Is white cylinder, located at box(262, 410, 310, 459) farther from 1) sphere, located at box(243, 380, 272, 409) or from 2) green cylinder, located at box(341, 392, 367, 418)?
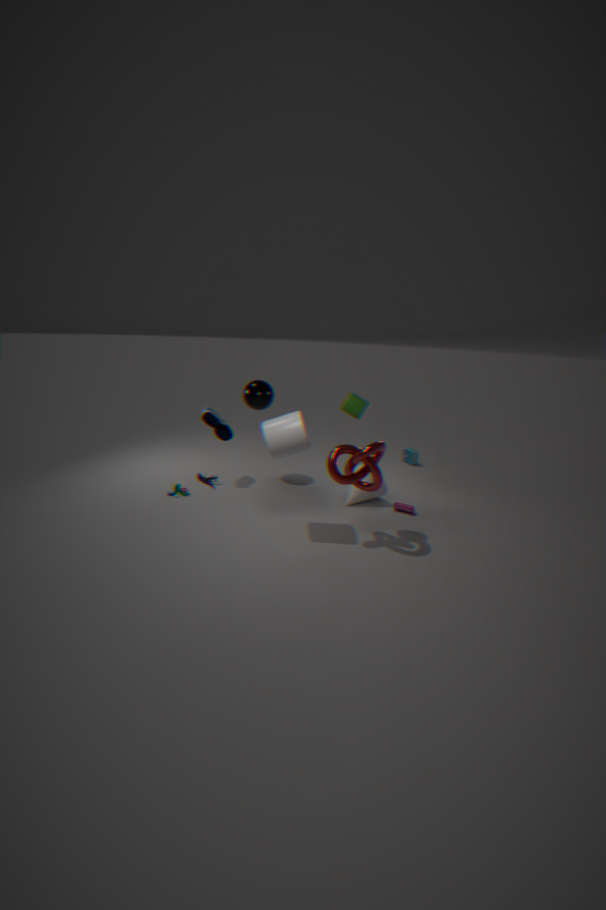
1) sphere, located at box(243, 380, 272, 409)
